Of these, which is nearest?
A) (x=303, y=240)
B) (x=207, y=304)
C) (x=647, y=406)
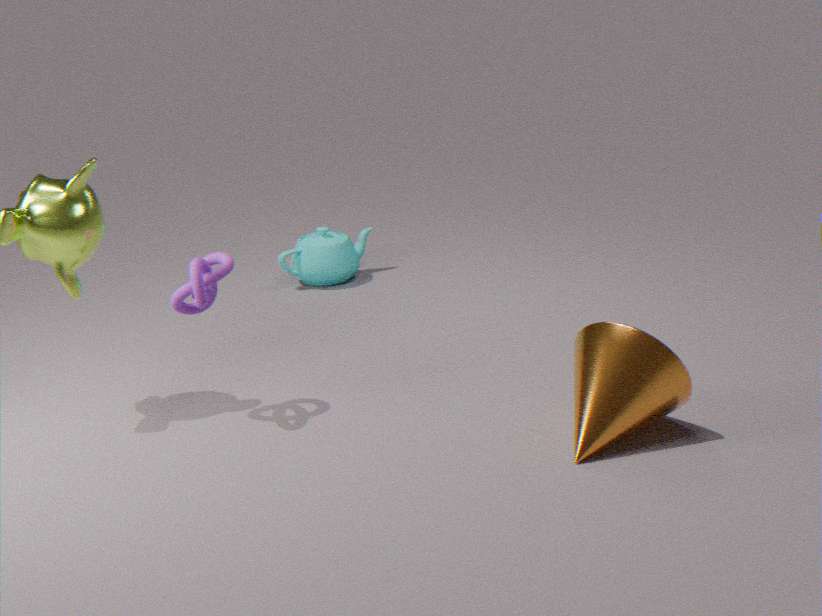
(x=647, y=406)
